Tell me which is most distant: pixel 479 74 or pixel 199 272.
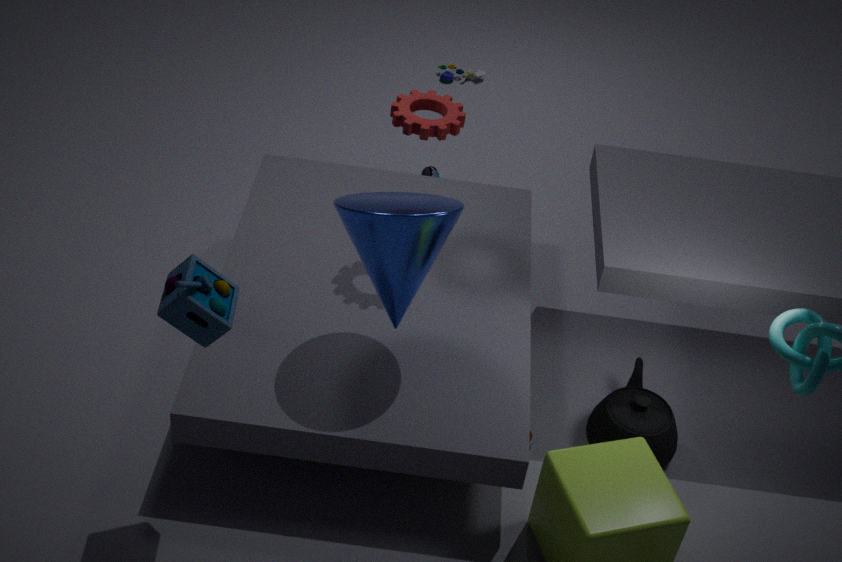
pixel 479 74
